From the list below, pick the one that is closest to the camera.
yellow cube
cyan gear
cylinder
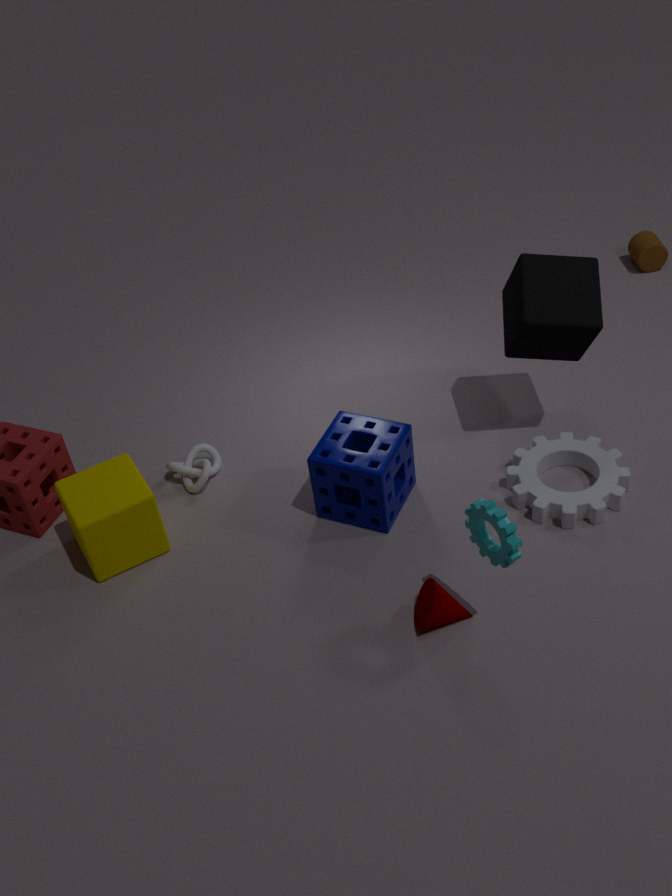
cyan gear
